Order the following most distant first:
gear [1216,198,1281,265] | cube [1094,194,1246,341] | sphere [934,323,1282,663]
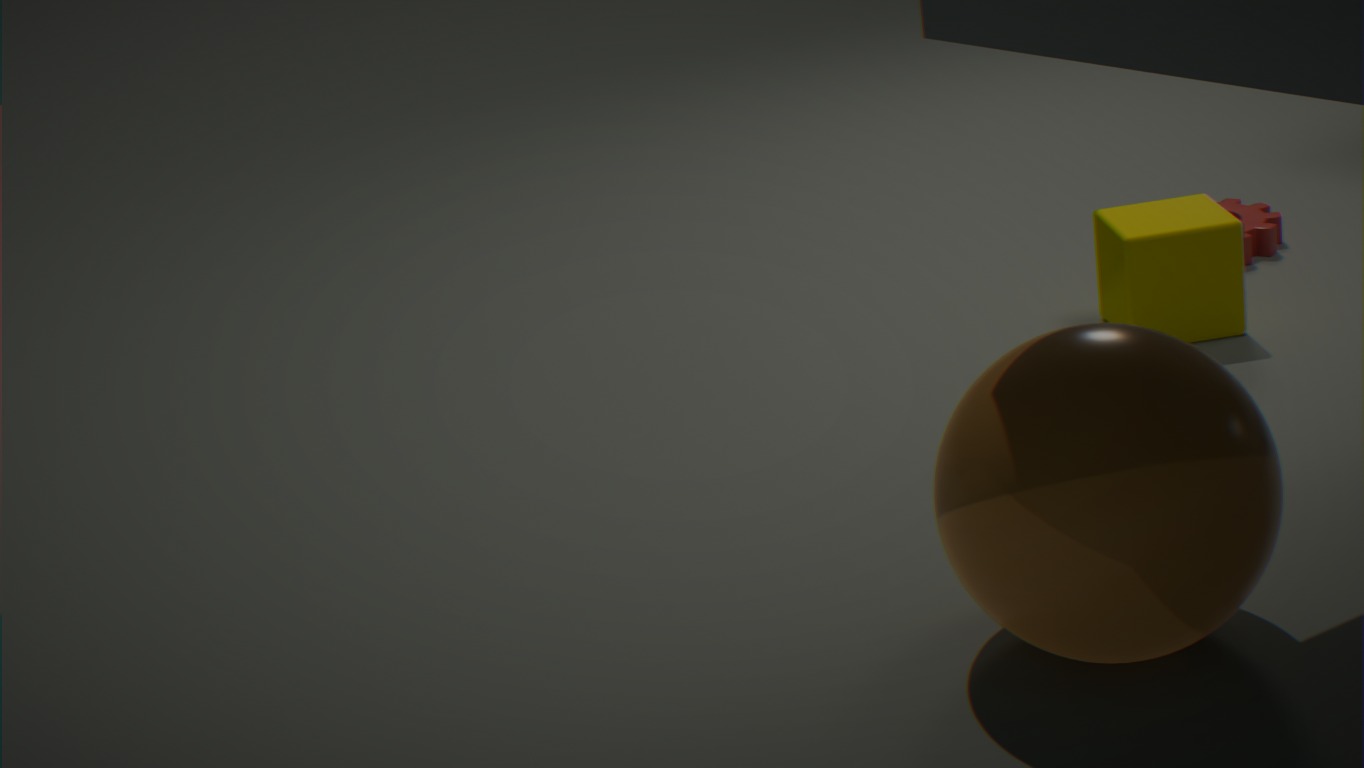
gear [1216,198,1281,265], cube [1094,194,1246,341], sphere [934,323,1282,663]
